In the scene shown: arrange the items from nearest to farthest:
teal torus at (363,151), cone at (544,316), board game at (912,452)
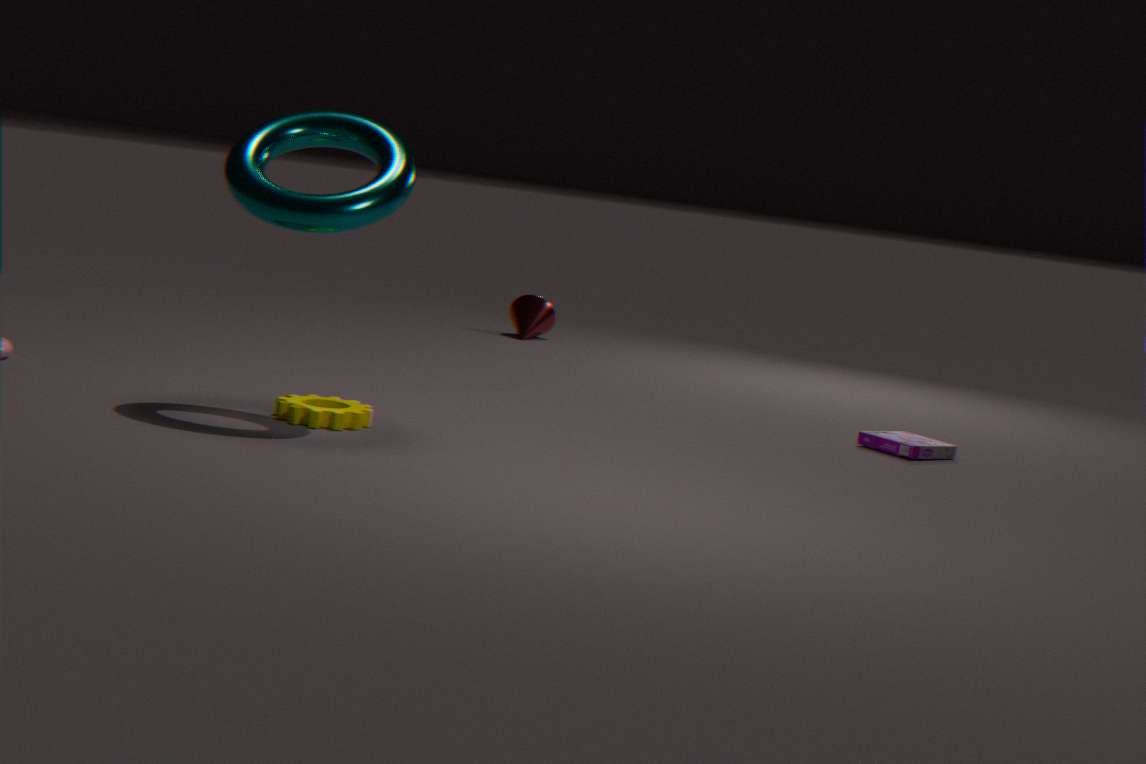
teal torus at (363,151) < board game at (912,452) < cone at (544,316)
